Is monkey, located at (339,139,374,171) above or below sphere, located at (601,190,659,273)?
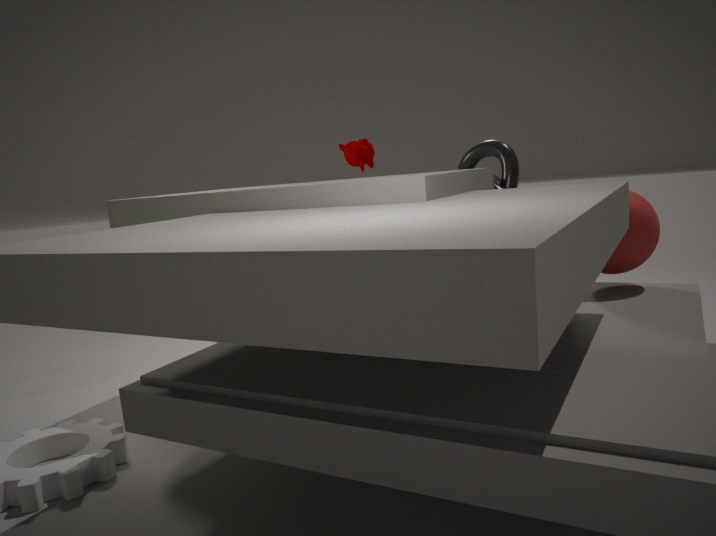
above
